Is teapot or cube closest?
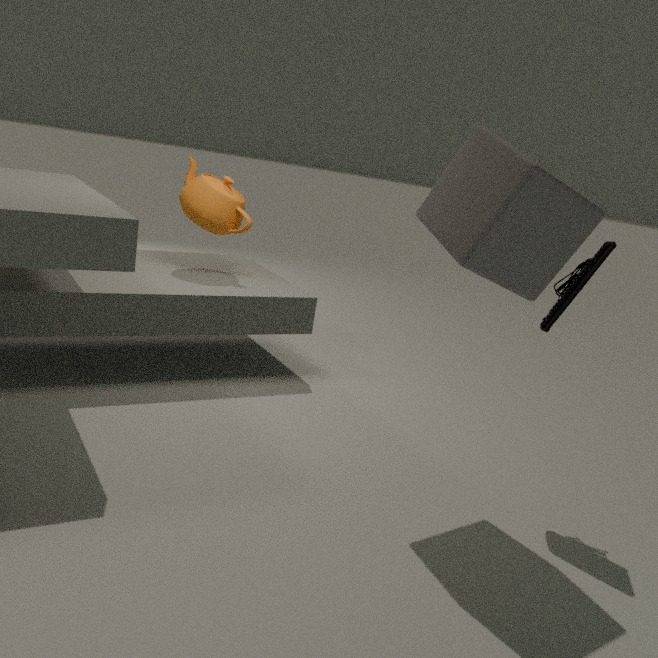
cube
